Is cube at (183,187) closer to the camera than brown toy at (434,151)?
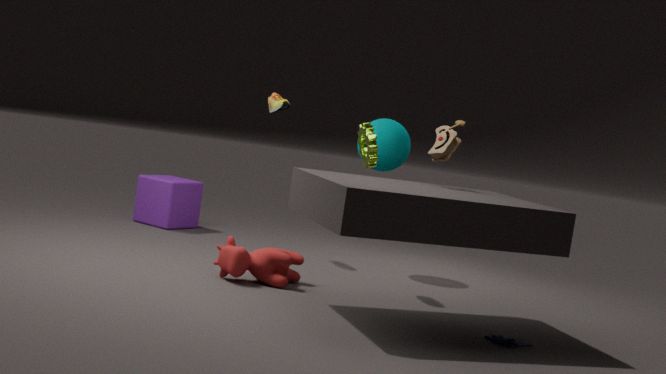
No
